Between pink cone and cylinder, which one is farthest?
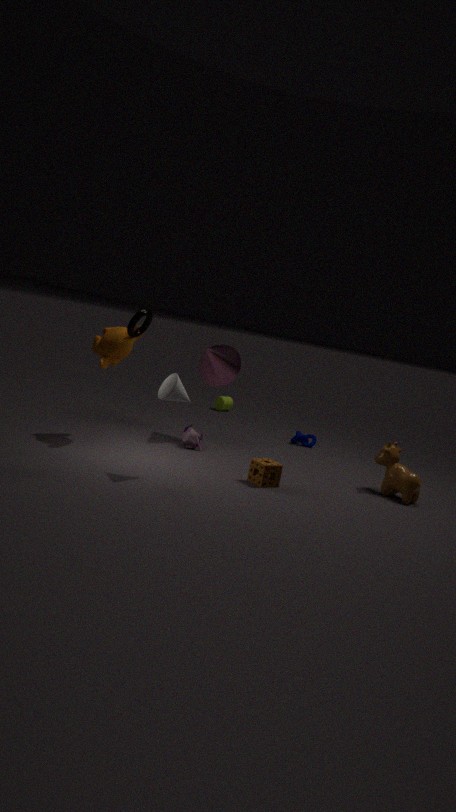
cylinder
